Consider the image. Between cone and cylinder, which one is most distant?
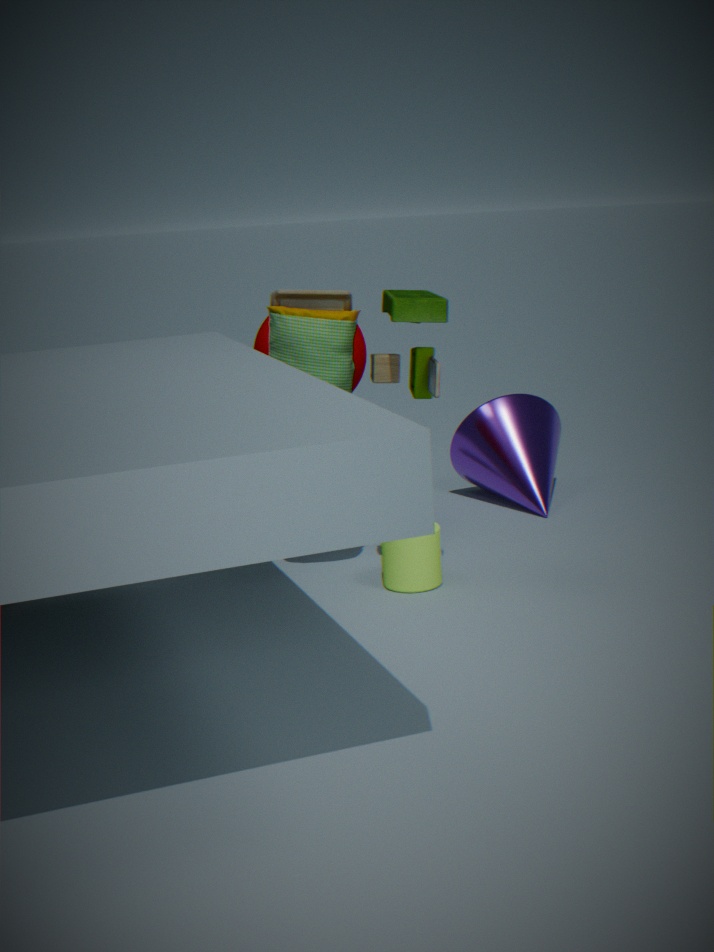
cone
